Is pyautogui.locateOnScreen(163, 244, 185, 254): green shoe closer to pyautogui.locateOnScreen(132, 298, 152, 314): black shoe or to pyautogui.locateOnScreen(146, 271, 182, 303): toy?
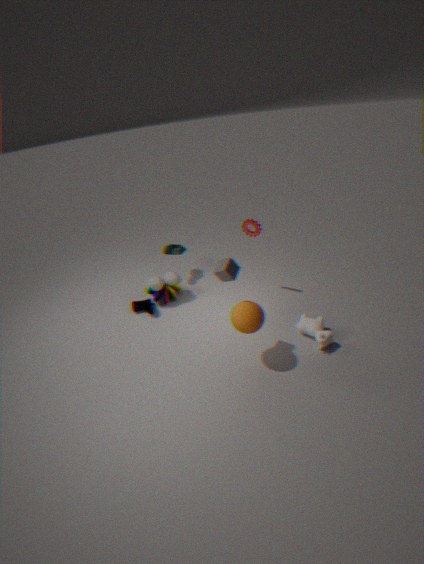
pyautogui.locateOnScreen(146, 271, 182, 303): toy
